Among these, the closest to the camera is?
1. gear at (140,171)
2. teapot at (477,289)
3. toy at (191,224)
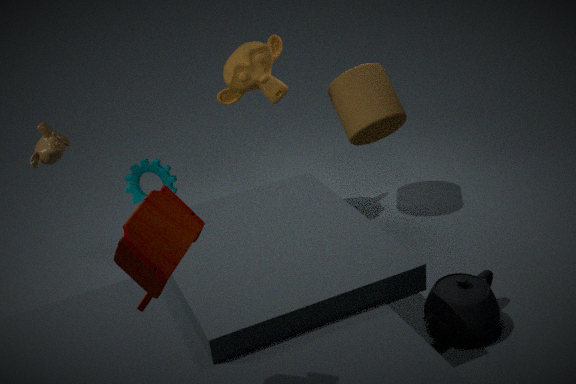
toy at (191,224)
